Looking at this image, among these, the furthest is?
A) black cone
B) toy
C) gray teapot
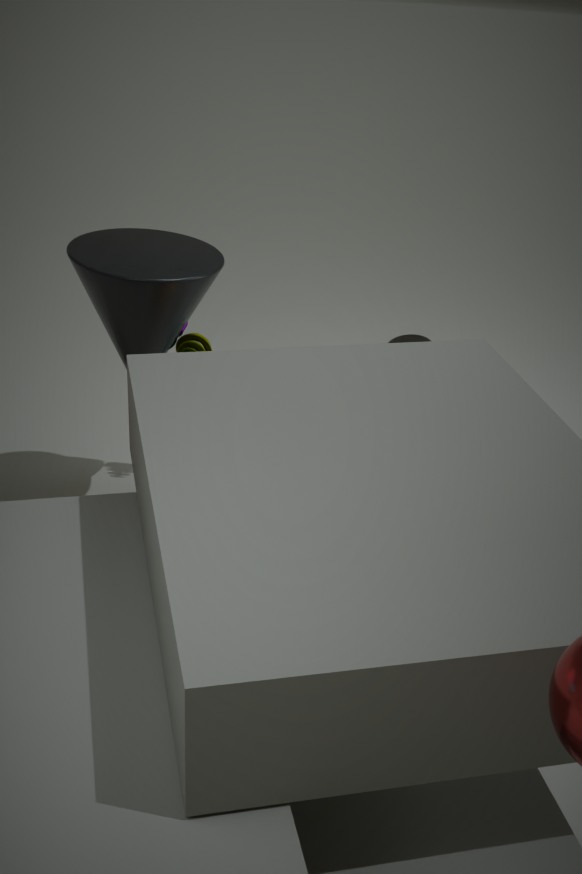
toy
